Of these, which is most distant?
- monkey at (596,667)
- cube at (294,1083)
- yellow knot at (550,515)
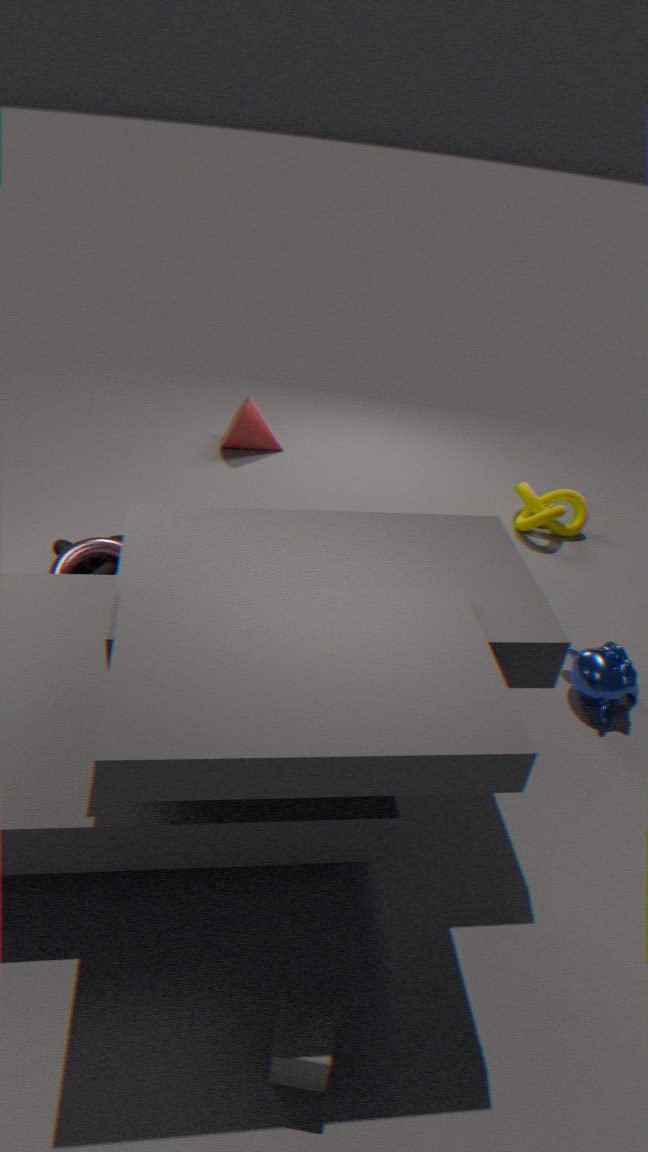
yellow knot at (550,515)
